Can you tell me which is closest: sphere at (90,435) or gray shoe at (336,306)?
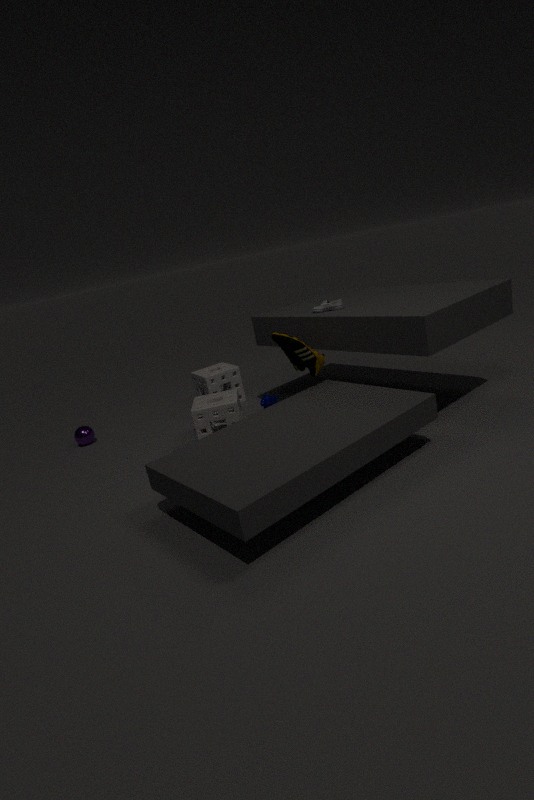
gray shoe at (336,306)
